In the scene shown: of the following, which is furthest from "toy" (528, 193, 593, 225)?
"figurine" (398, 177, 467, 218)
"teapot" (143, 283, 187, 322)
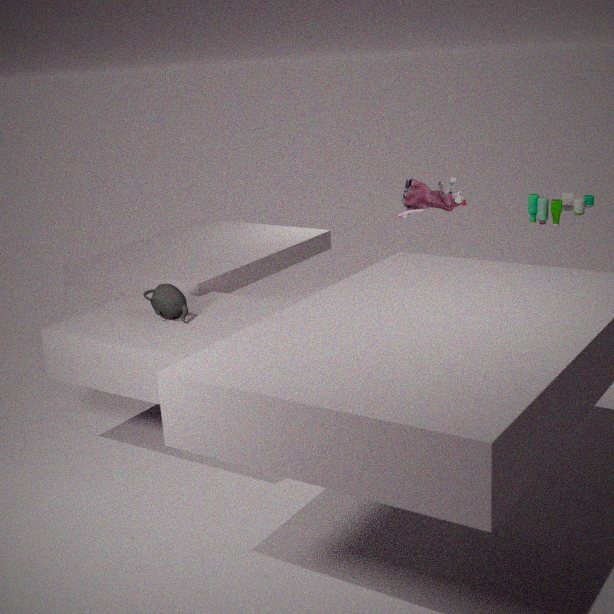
"teapot" (143, 283, 187, 322)
